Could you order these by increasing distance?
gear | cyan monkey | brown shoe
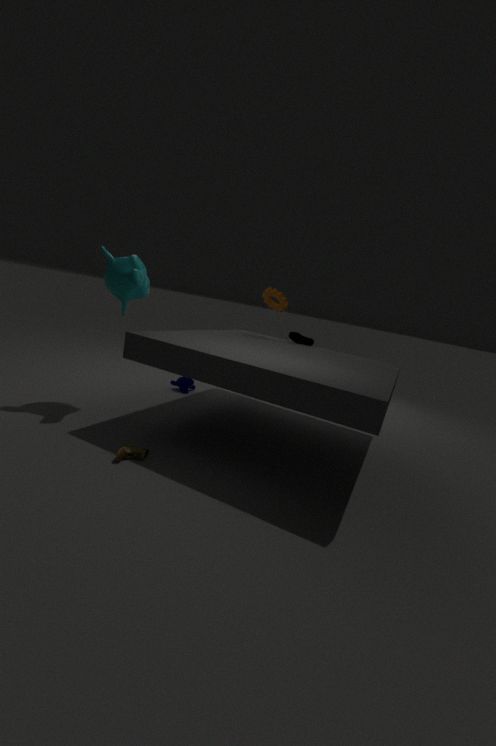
brown shoe < cyan monkey < gear
